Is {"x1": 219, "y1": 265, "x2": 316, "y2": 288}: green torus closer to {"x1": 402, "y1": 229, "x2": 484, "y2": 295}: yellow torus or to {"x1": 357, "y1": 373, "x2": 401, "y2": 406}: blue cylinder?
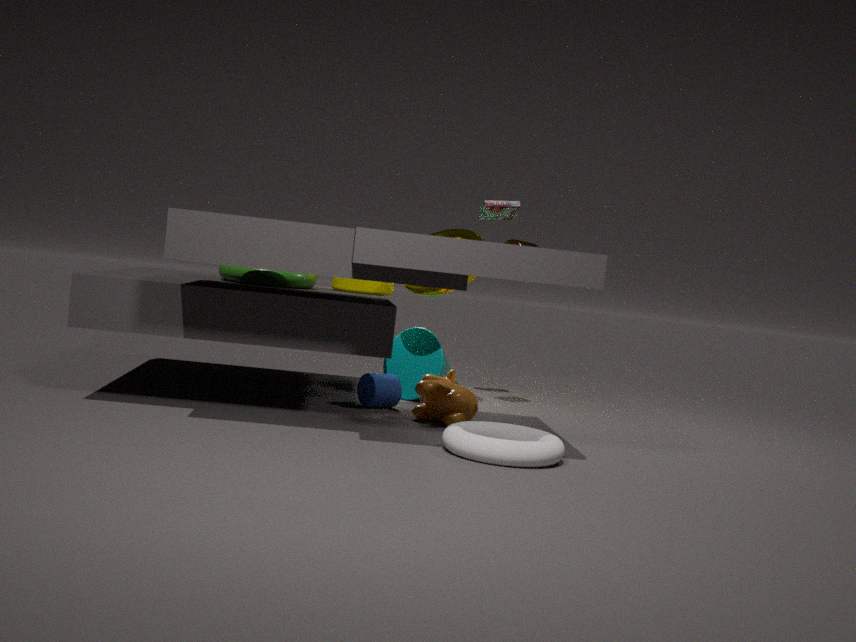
{"x1": 402, "y1": 229, "x2": 484, "y2": 295}: yellow torus
